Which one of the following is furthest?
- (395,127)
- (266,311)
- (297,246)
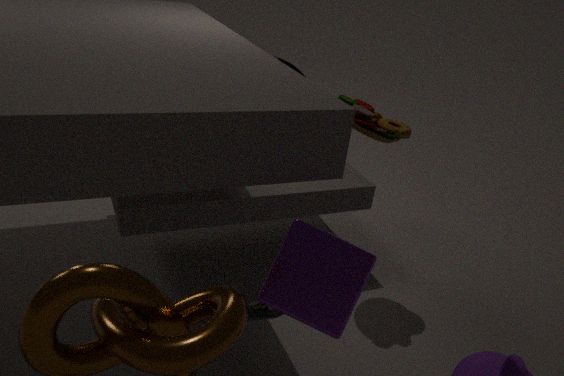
(266,311)
